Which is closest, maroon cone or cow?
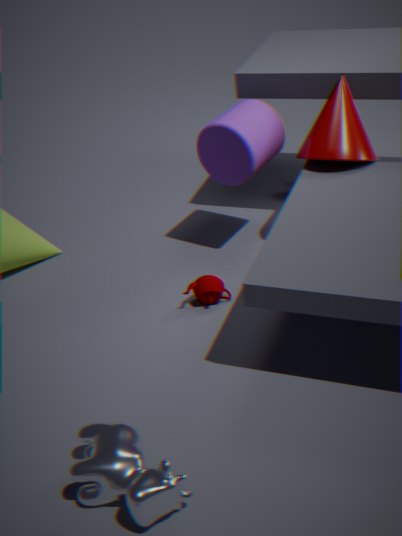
cow
